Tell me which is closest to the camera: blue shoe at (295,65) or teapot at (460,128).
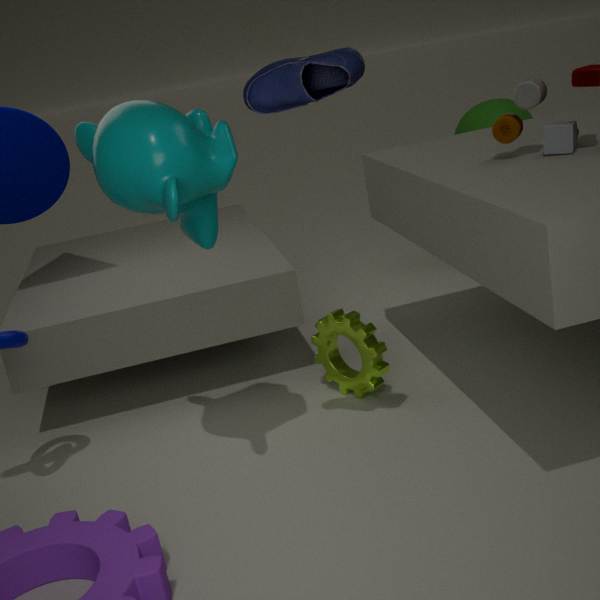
blue shoe at (295,65)
